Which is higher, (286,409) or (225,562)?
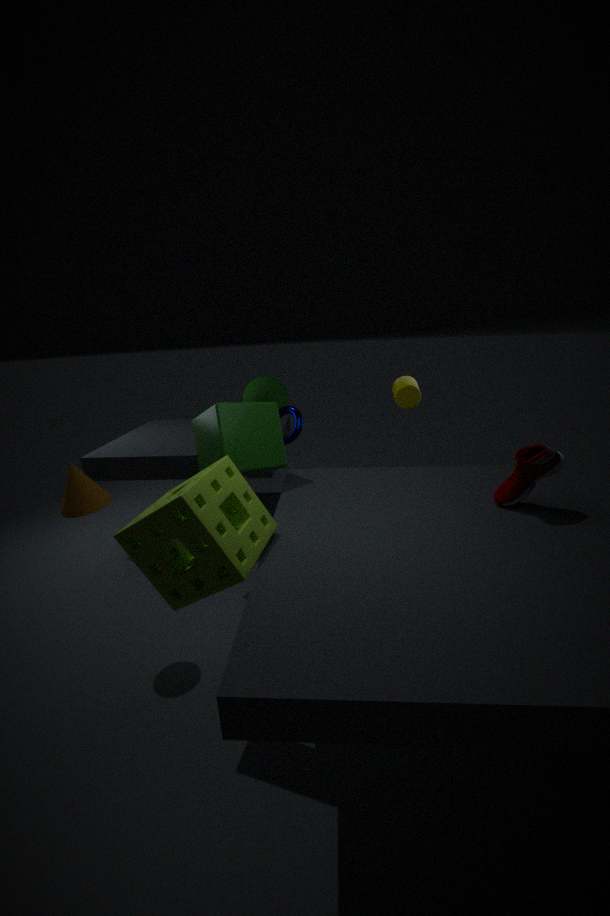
(286,409)
